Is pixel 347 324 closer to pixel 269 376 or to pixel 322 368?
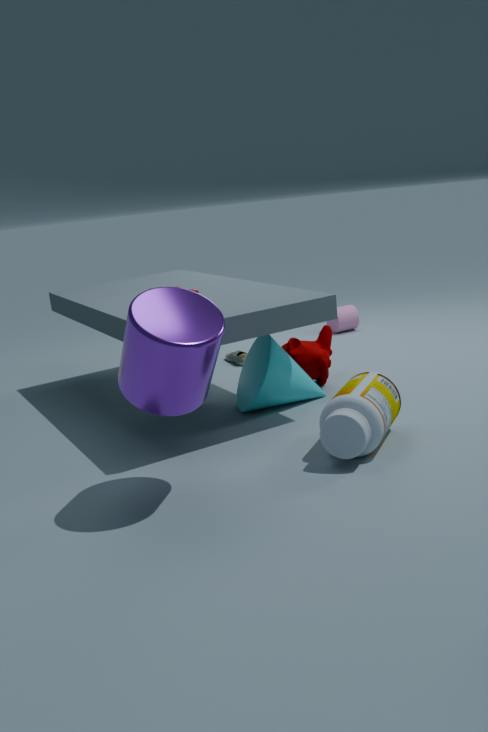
pixel 322 368
